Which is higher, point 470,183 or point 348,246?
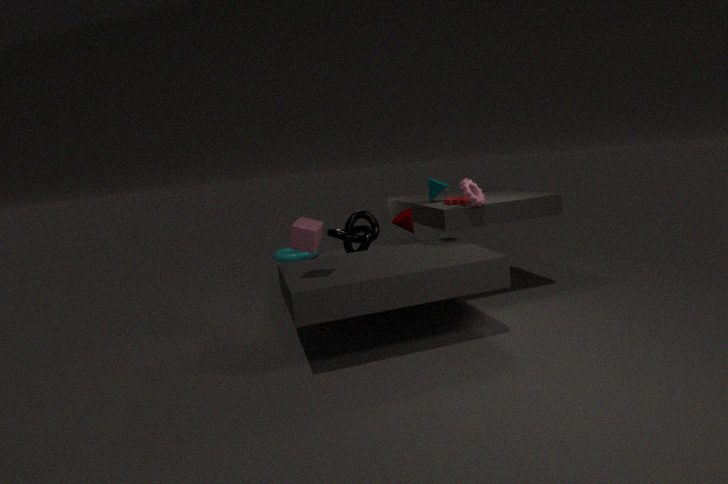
point 470,183
